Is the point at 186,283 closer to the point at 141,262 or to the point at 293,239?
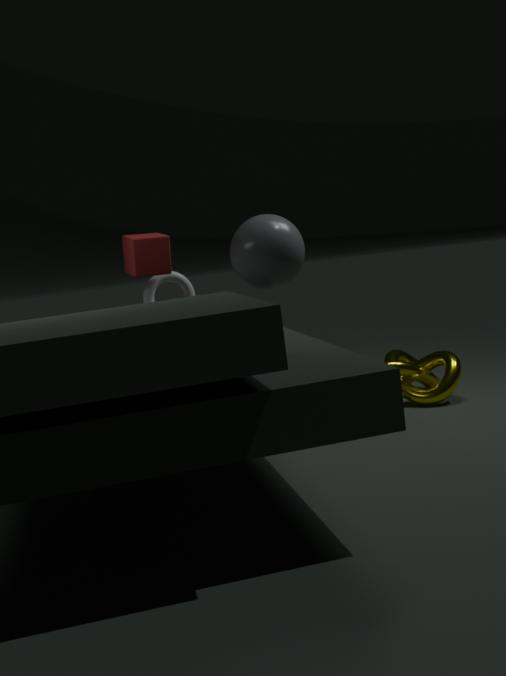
the point at 141,262
